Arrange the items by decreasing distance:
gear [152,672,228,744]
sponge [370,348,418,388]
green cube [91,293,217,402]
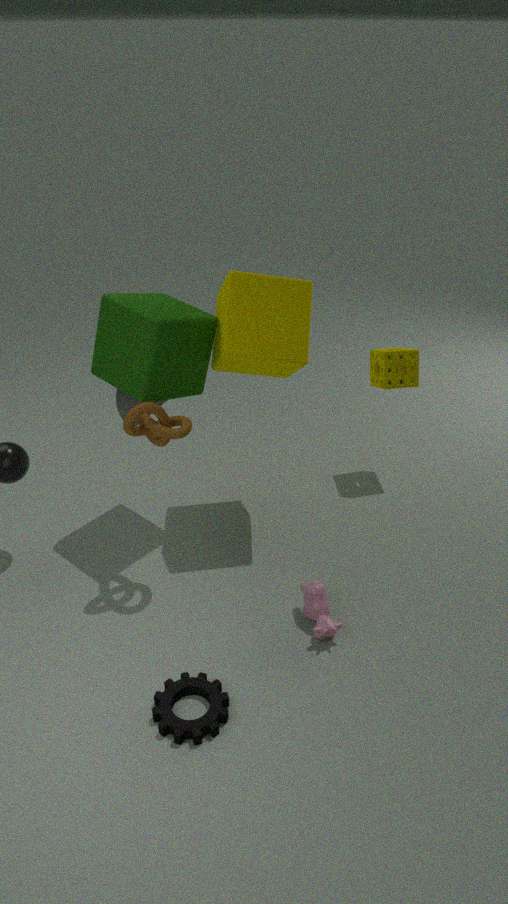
sponge [370,348,418,388] < green cube [91,293,217,402] < gear [152,672,228,744]
